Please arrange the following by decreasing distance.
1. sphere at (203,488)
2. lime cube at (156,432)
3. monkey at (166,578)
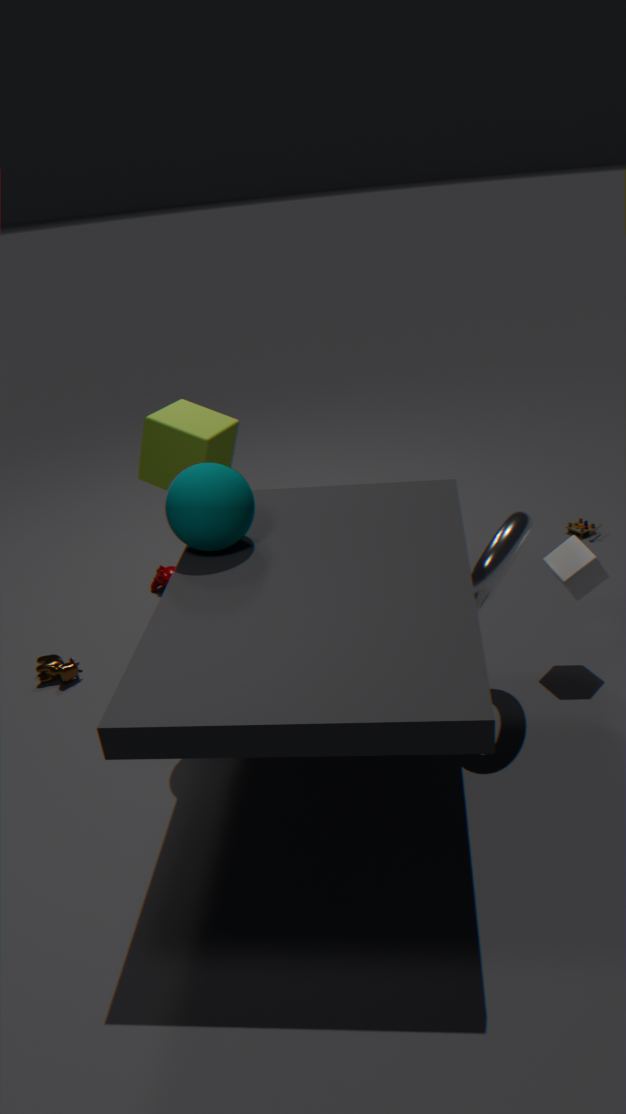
monkey at (166,578), lime cube at (156,432), sphere at (203,488)
